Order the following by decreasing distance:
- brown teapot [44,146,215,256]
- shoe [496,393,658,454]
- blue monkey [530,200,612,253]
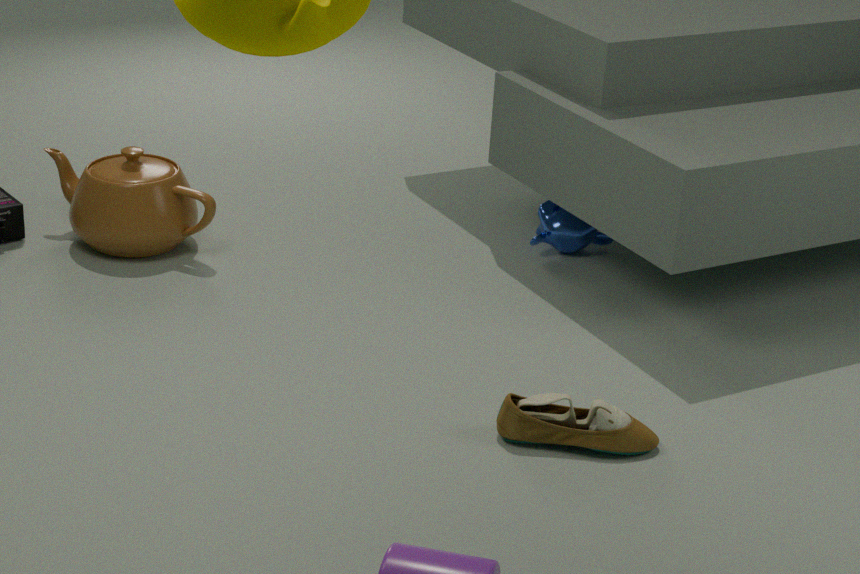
blue monkey [530,200,612,253]
brown teapot [44,146,215,256]
shoe [496,393,658,454]
